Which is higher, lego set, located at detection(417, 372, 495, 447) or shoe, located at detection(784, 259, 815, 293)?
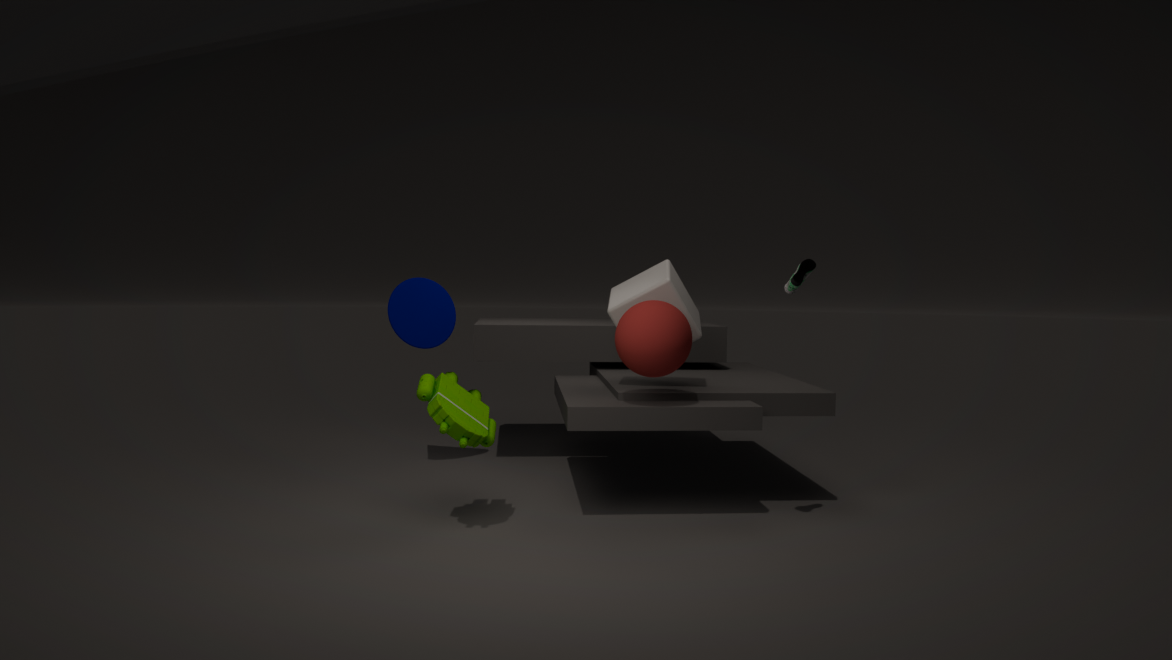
shoe, located at detection(784, 259, 815, 293)
